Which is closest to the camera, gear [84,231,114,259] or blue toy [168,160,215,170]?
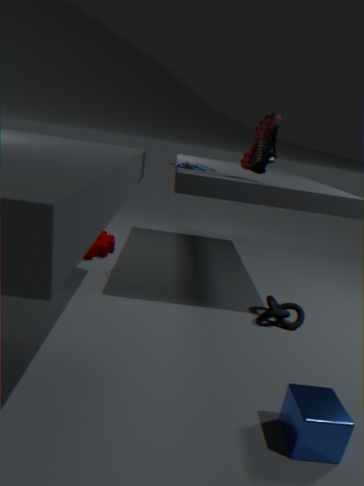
blue toy [168,160,215,170]
